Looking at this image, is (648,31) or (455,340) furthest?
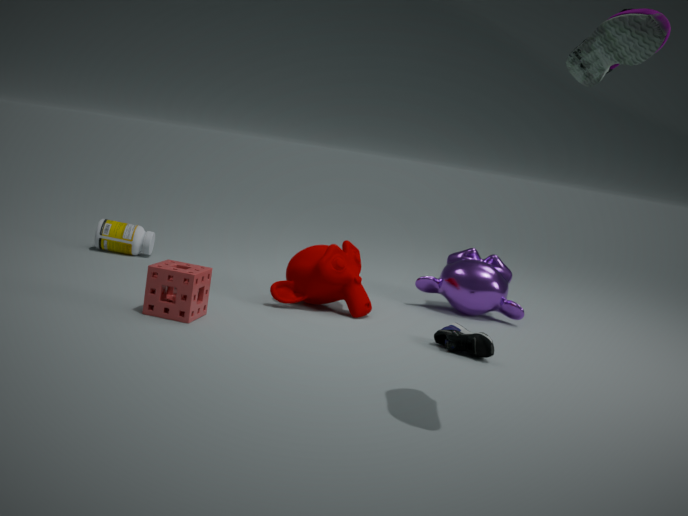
(455,340)
